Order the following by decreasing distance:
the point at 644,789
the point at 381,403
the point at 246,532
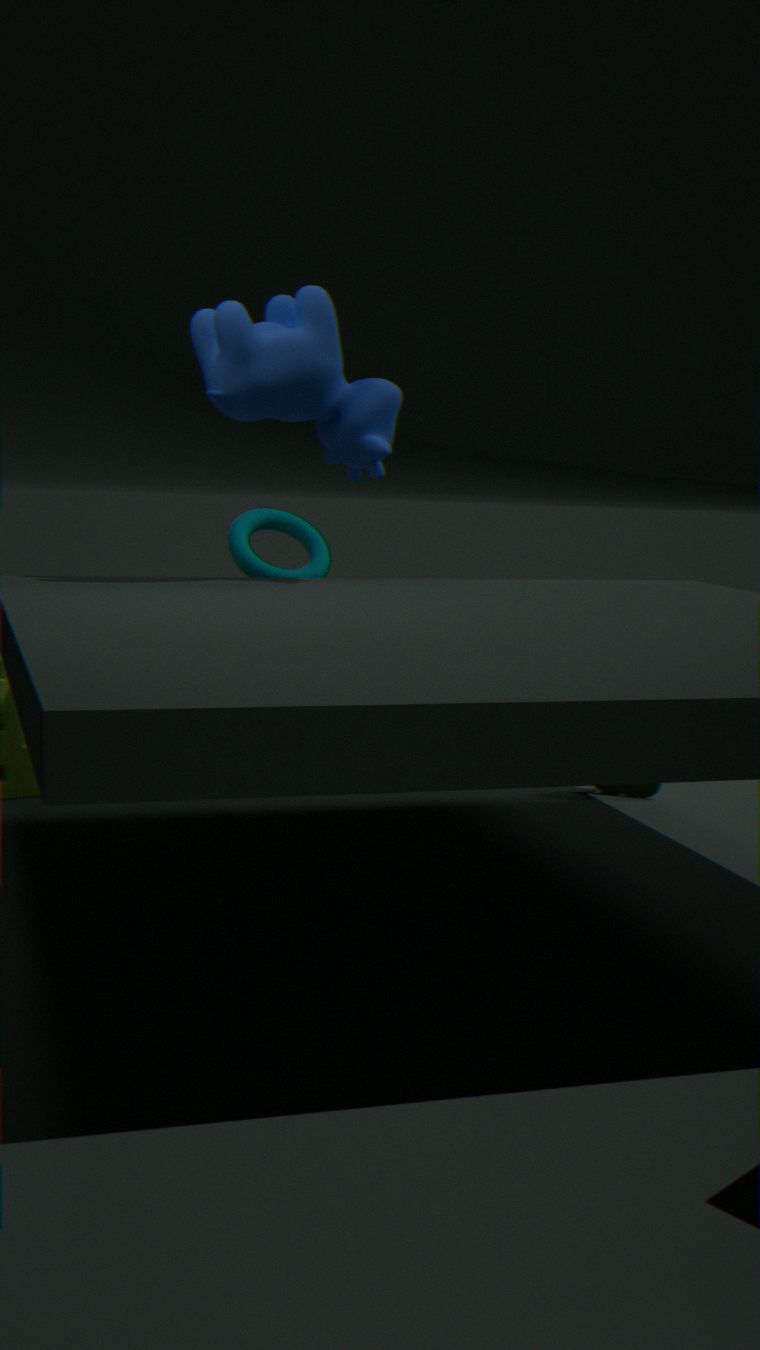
the point at 246,532 < the point at 644,789 < the point at 381,403
